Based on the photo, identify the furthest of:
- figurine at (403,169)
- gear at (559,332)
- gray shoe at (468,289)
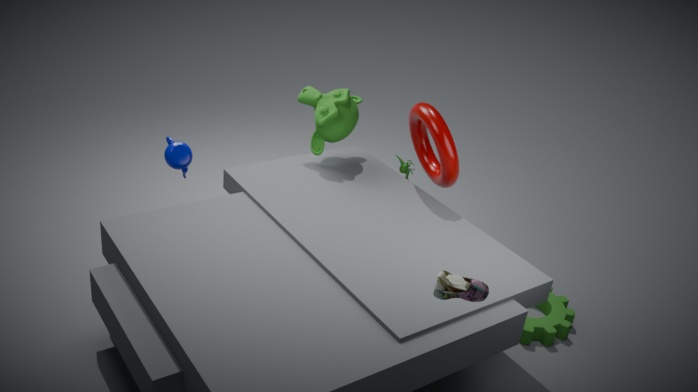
figurine at (403,169)
